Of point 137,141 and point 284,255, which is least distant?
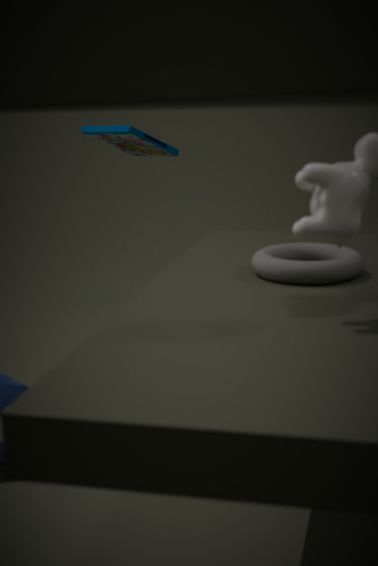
point 284,255
